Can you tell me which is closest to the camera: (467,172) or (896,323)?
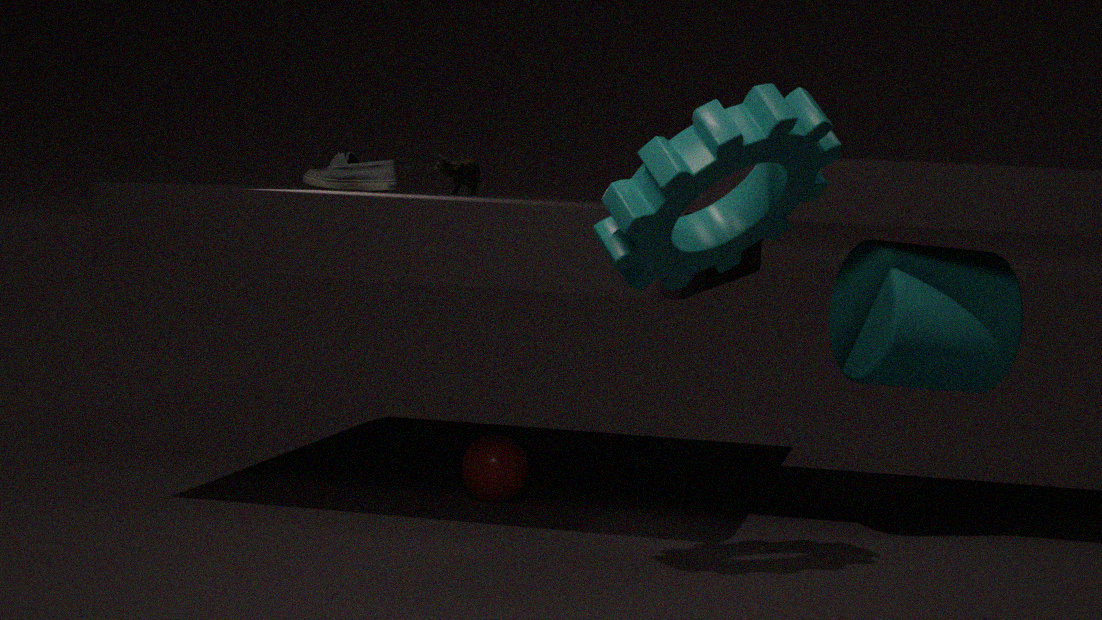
(896,323)
